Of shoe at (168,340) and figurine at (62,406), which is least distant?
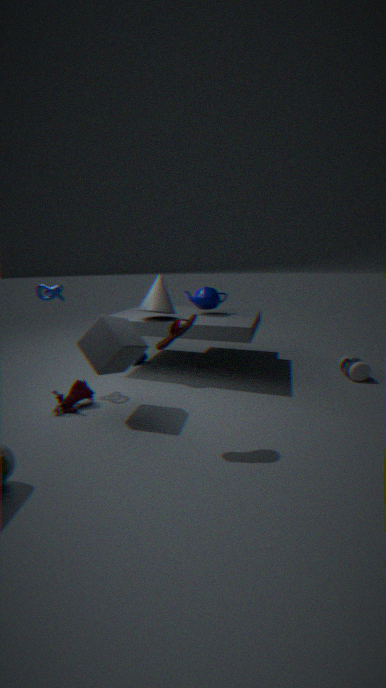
shoe at (168,340)
